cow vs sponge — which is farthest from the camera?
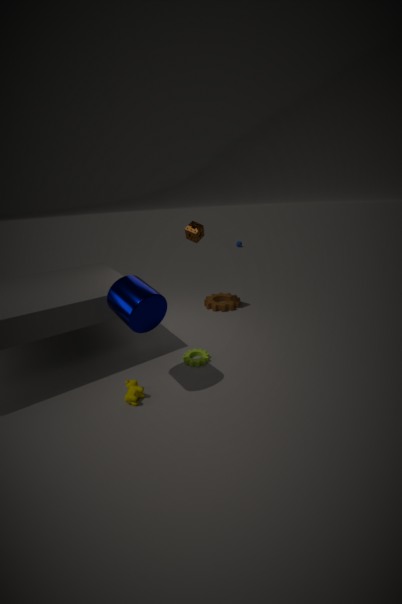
sponge
